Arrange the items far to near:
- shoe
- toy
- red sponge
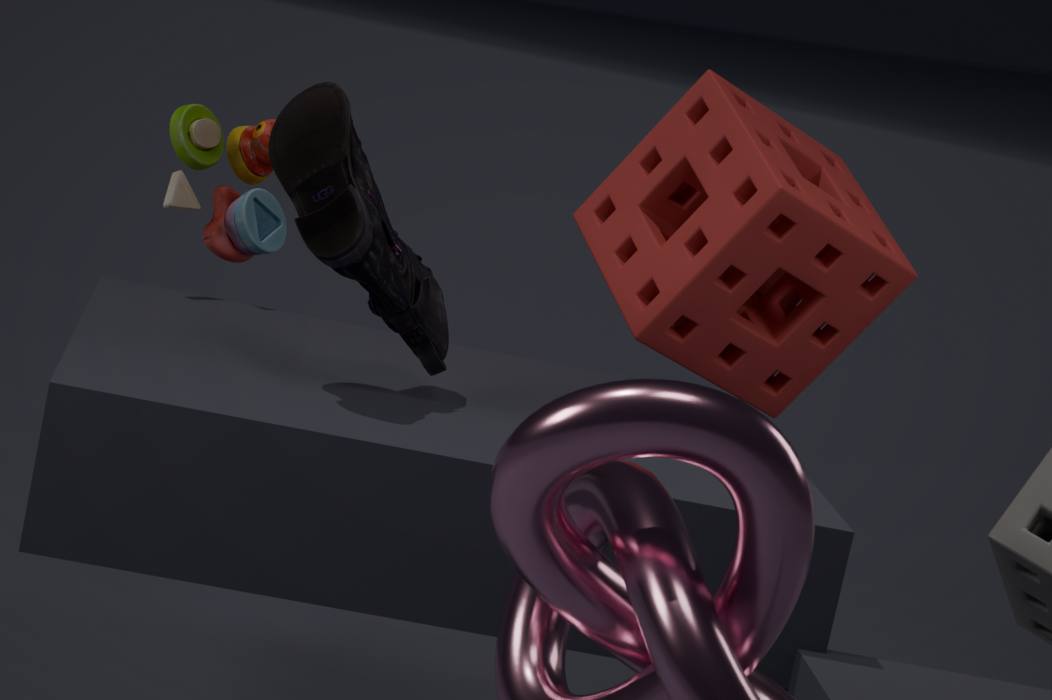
1. toy
2. red sponge
3. shoe
